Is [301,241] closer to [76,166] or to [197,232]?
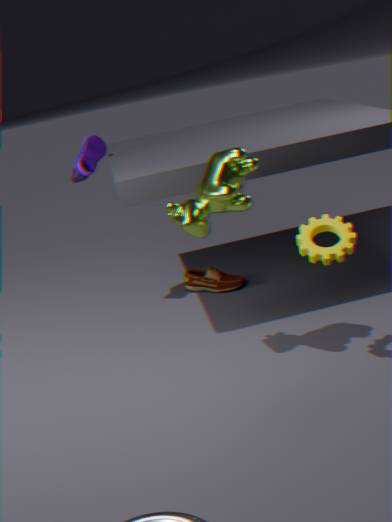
[197,232]
